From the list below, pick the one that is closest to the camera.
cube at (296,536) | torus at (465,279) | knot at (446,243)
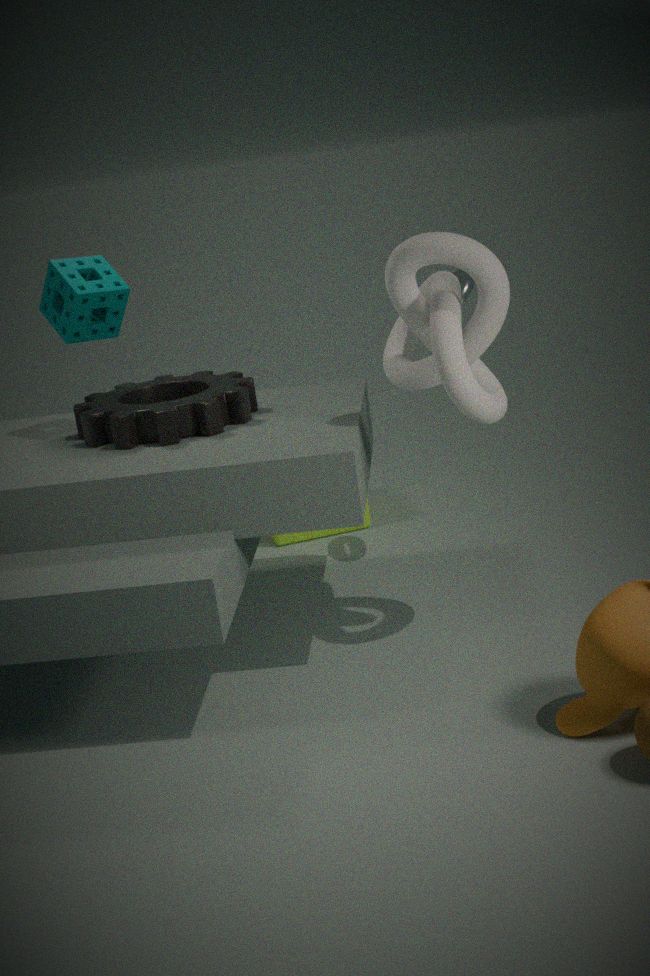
knot at (446,243)
